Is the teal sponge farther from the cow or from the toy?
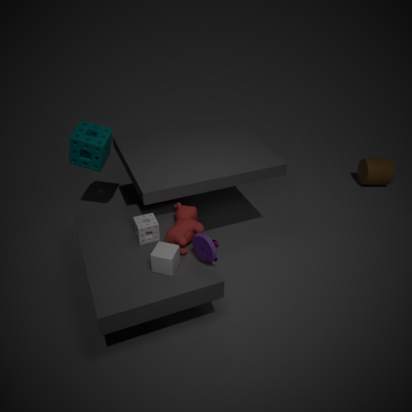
the toy
